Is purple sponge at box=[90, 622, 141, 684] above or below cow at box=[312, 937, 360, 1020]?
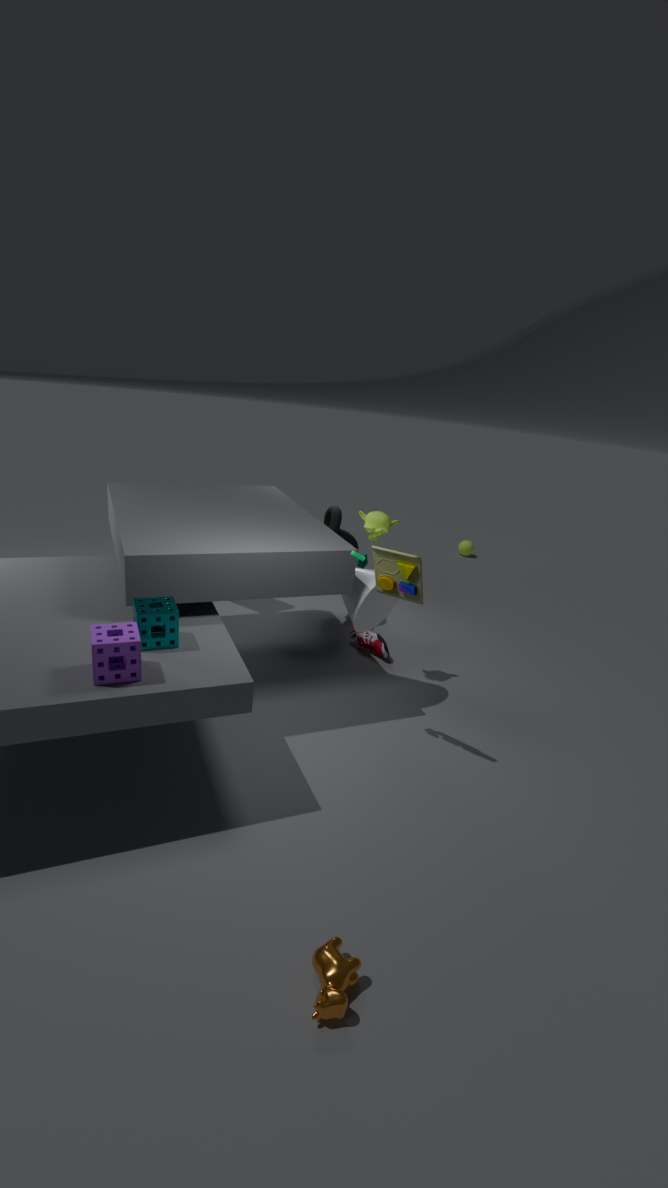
above
